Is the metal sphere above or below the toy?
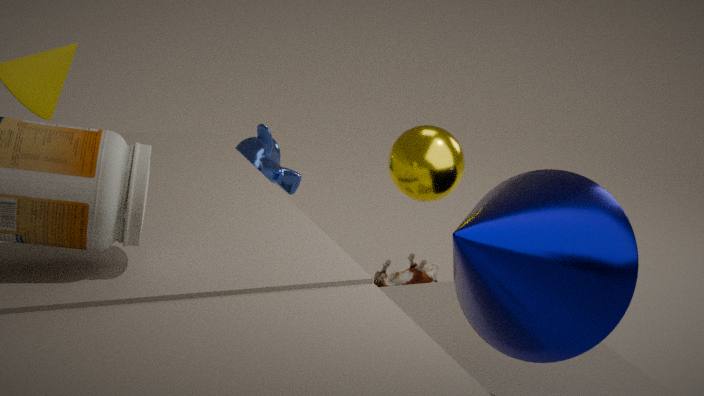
above
